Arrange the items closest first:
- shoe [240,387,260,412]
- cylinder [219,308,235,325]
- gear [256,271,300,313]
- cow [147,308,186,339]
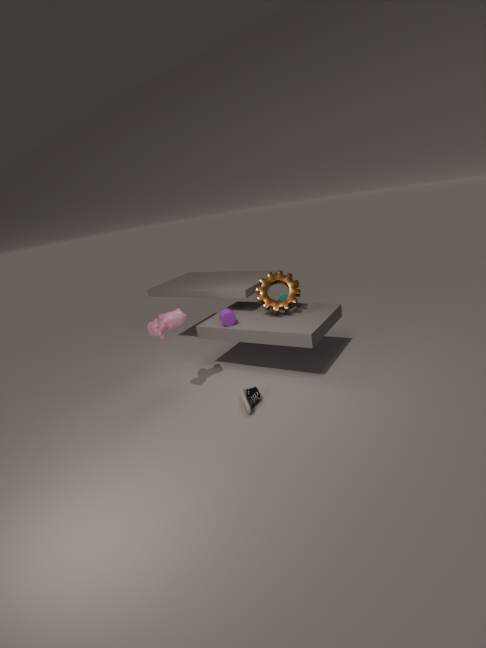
shoe [240,387,260,412], cow [147,308,186,339], cylinder [219,308,235,325], gear [256,271,300,313]
